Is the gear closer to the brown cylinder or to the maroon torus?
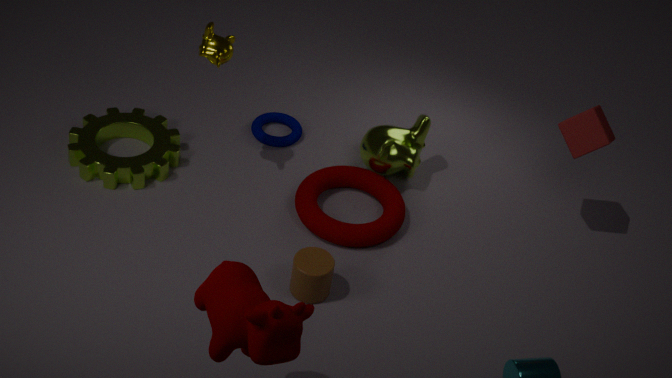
the maroon torus
